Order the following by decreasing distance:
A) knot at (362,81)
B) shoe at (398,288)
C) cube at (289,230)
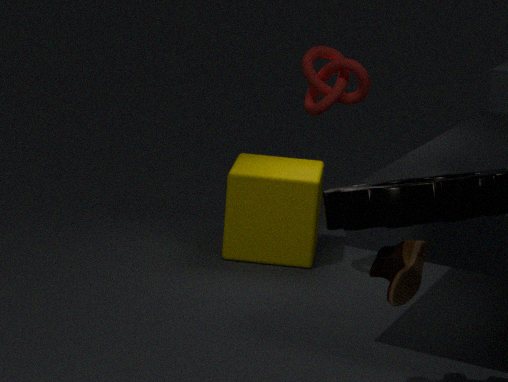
cube at (289,230), knot at (362,81), shoe at (398,288)
